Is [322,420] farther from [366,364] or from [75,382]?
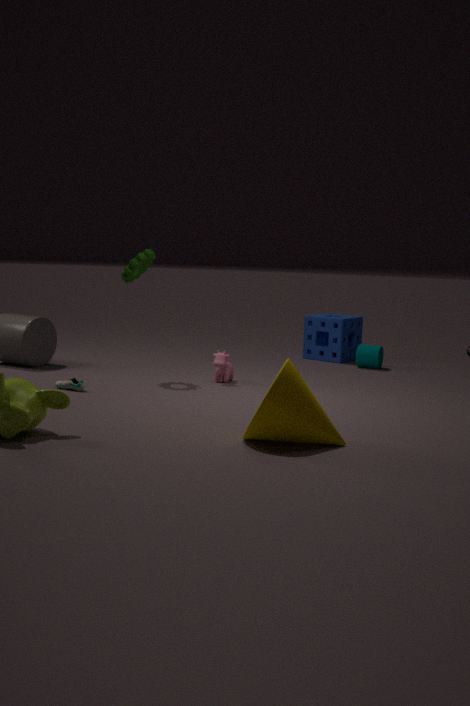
[366,364]
